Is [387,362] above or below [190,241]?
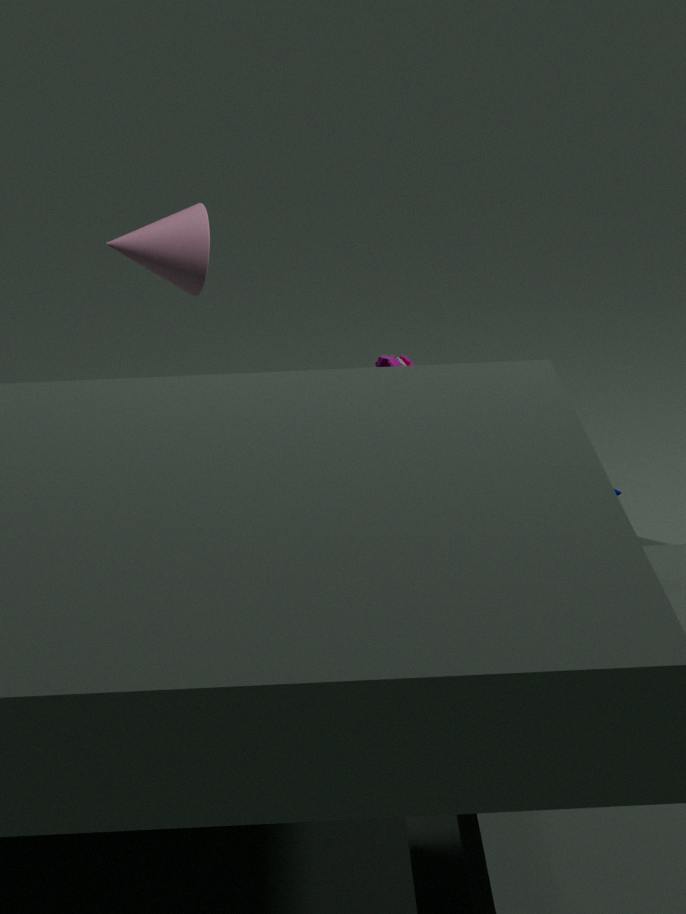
below
